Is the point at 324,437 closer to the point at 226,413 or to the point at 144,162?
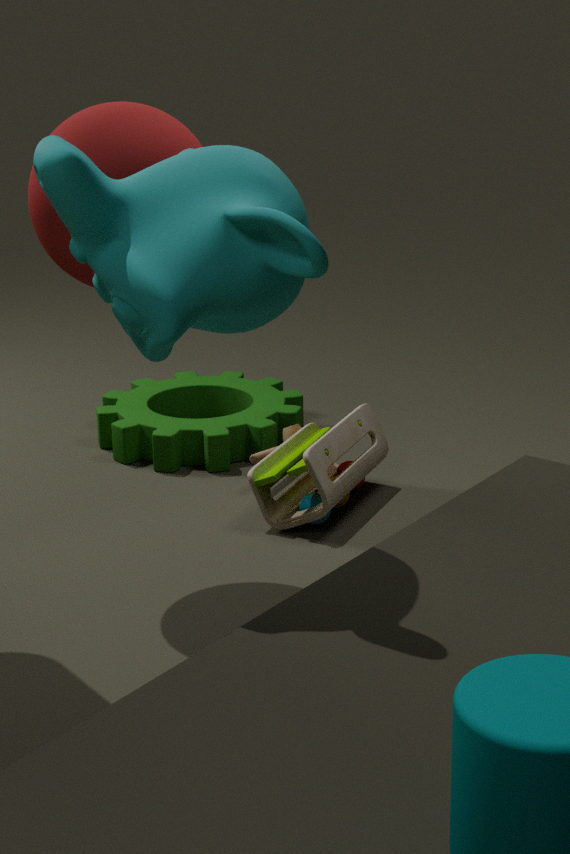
the point at 226,413
